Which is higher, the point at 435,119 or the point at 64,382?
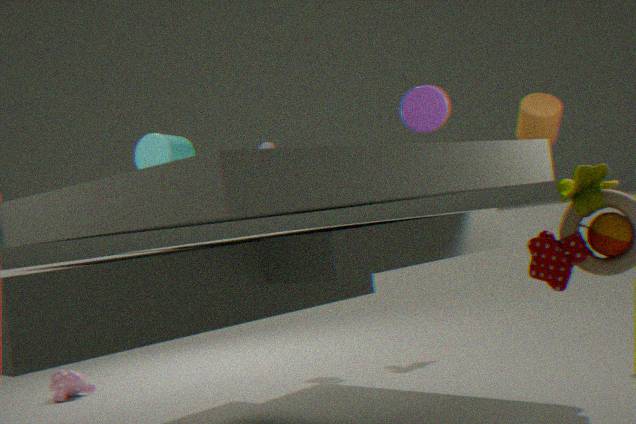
the point at 435,119
